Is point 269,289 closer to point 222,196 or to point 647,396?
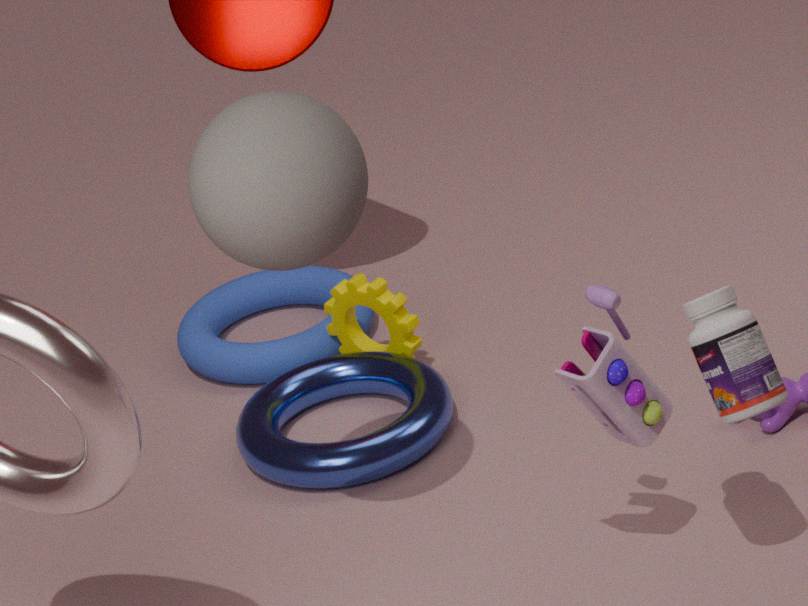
point 222,196
